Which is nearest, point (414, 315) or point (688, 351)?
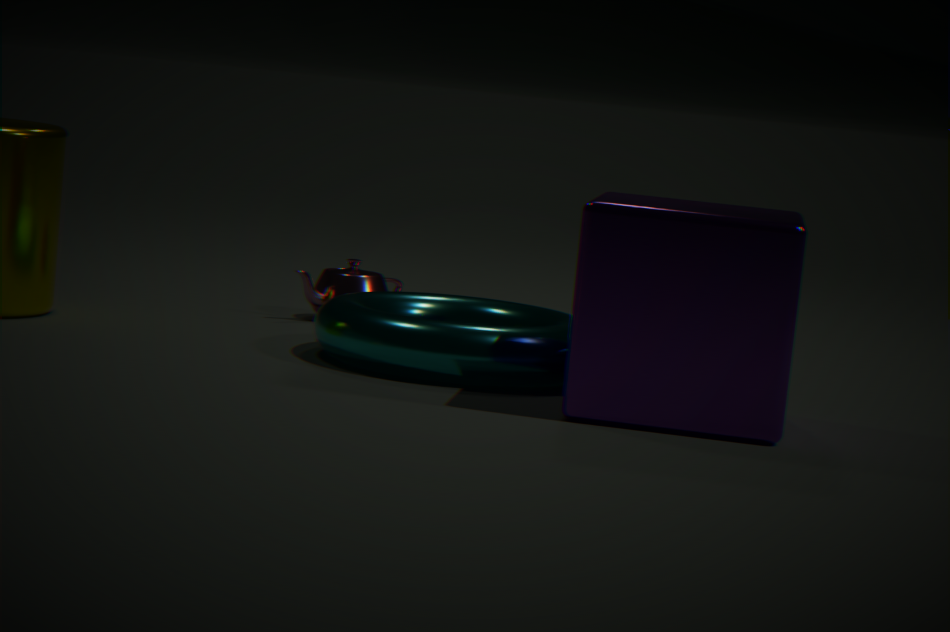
point (688, 351)
